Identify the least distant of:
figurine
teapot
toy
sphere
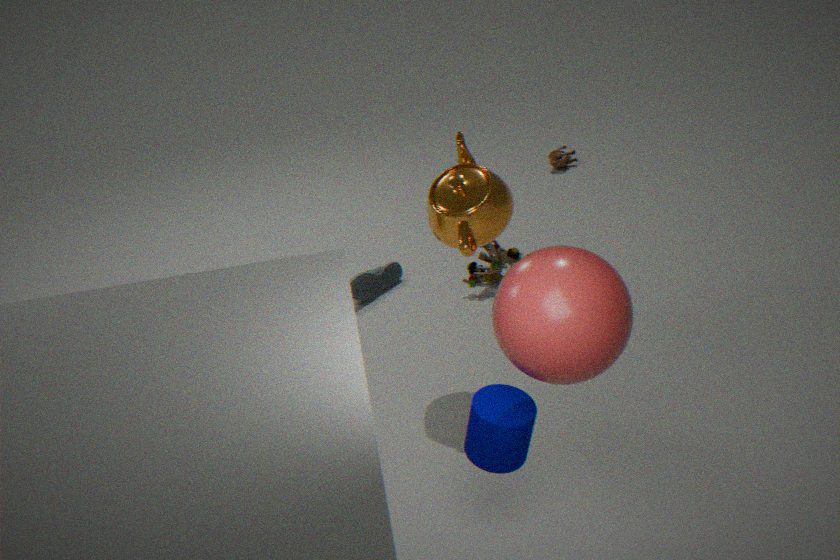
sphere
